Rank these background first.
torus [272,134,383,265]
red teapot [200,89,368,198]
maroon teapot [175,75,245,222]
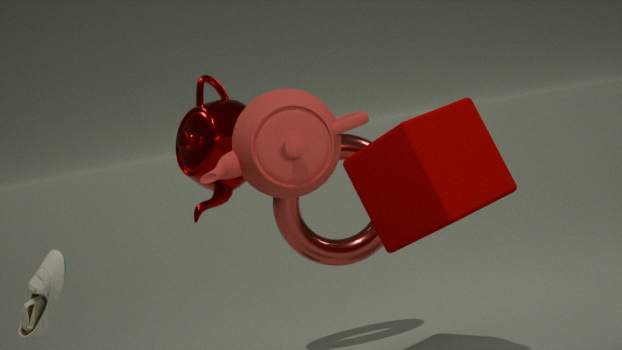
torus [272,134,383,265] → maroon teapot [175,75,245,222] → red teapot [200,89,368,198]
